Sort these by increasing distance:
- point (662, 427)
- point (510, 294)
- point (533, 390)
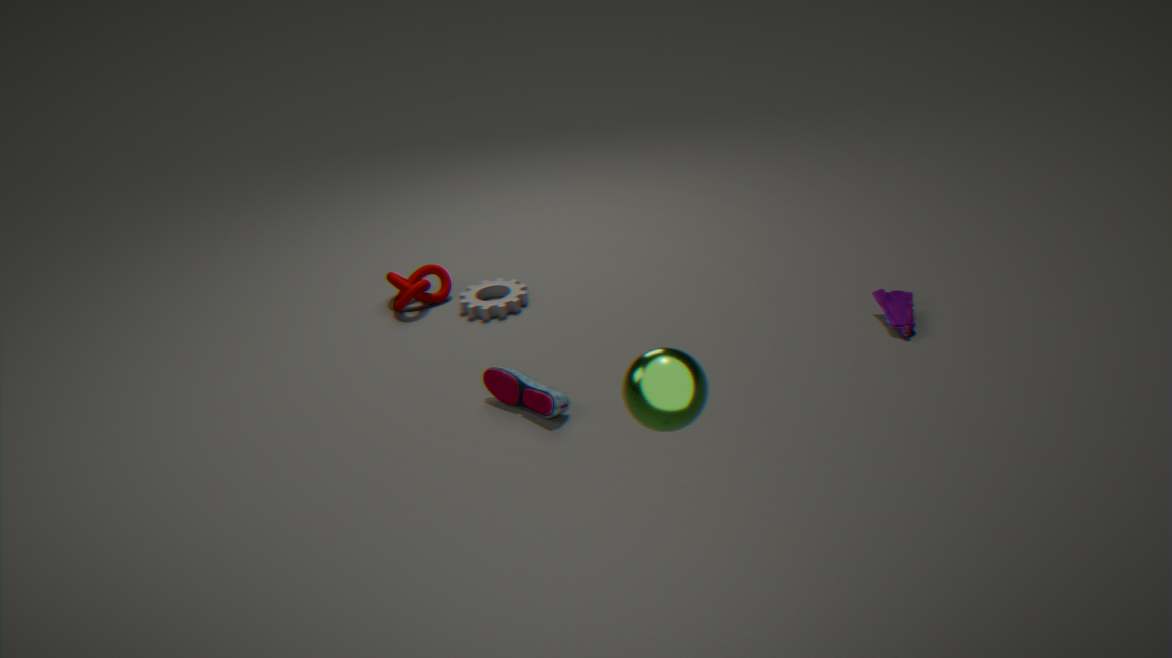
point (662, 427), point (533, 390), point (510, 294)
